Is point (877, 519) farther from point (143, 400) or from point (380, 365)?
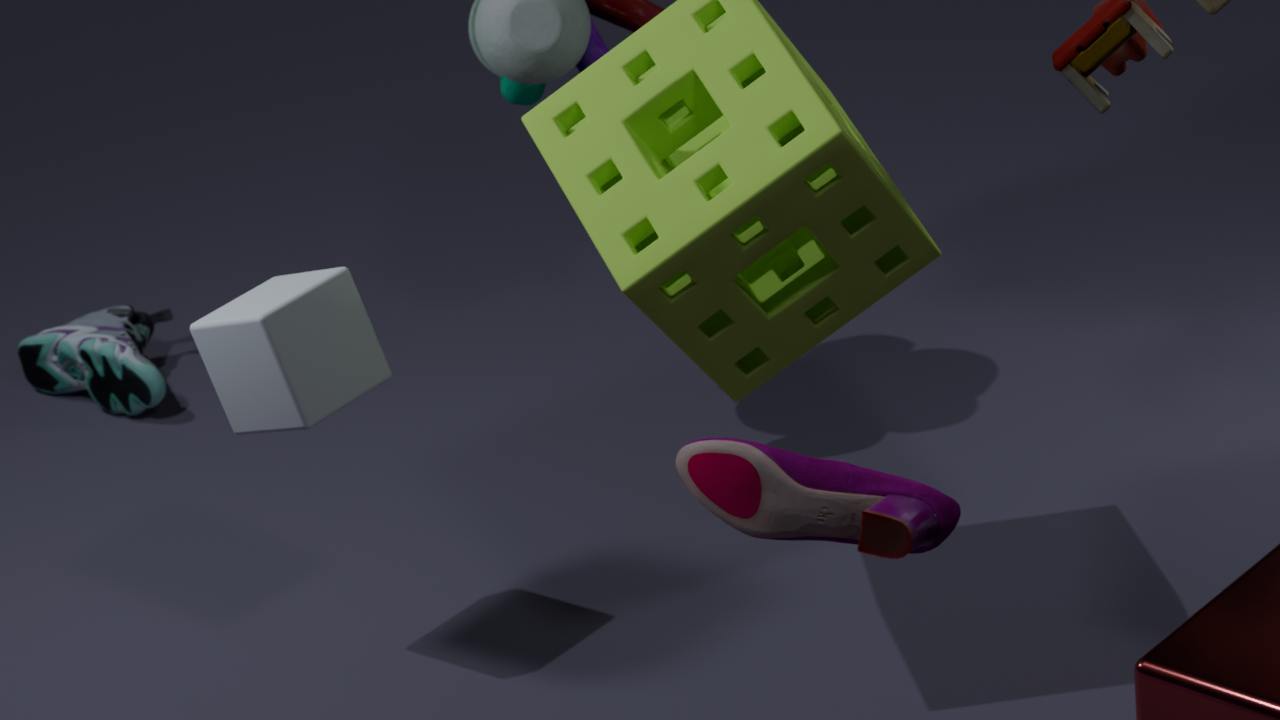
point (143, 400)
